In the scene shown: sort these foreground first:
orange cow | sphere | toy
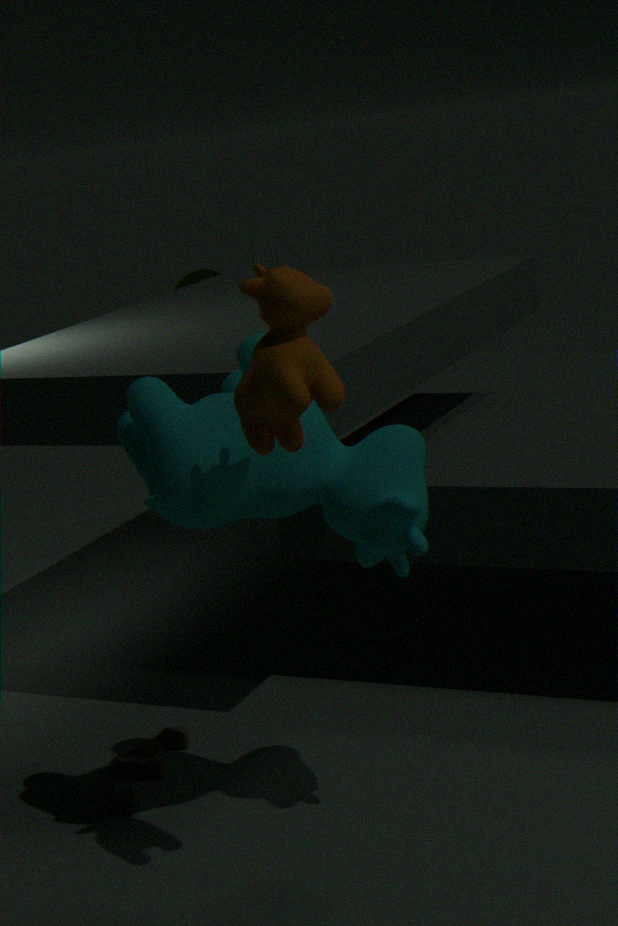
orange cow → toy → sphere
